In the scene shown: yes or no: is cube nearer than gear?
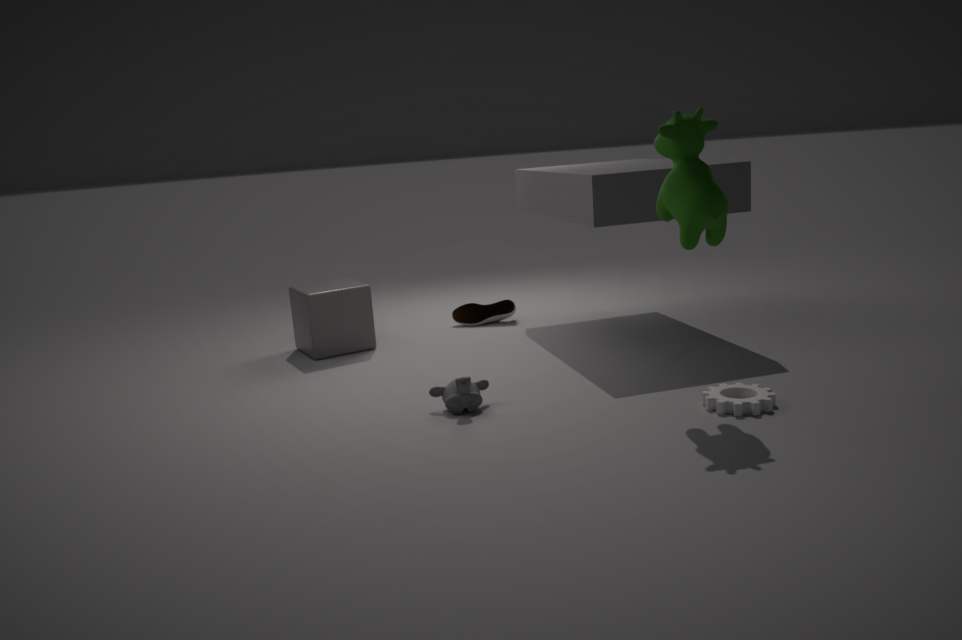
No
